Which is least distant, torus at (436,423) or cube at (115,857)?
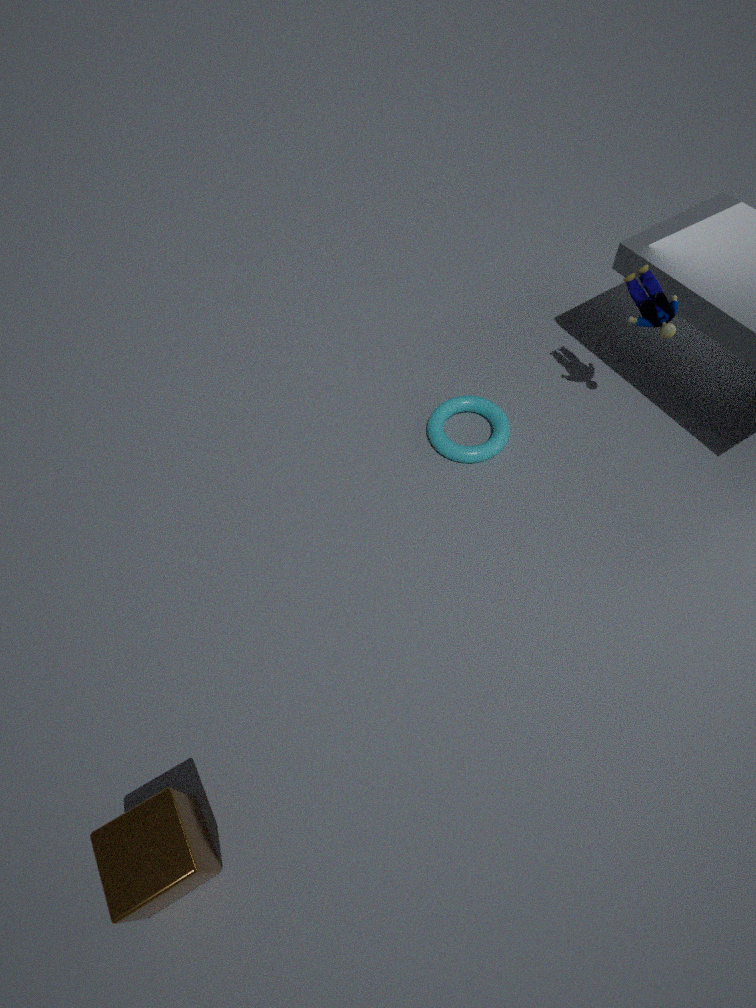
cube at (115,857)
